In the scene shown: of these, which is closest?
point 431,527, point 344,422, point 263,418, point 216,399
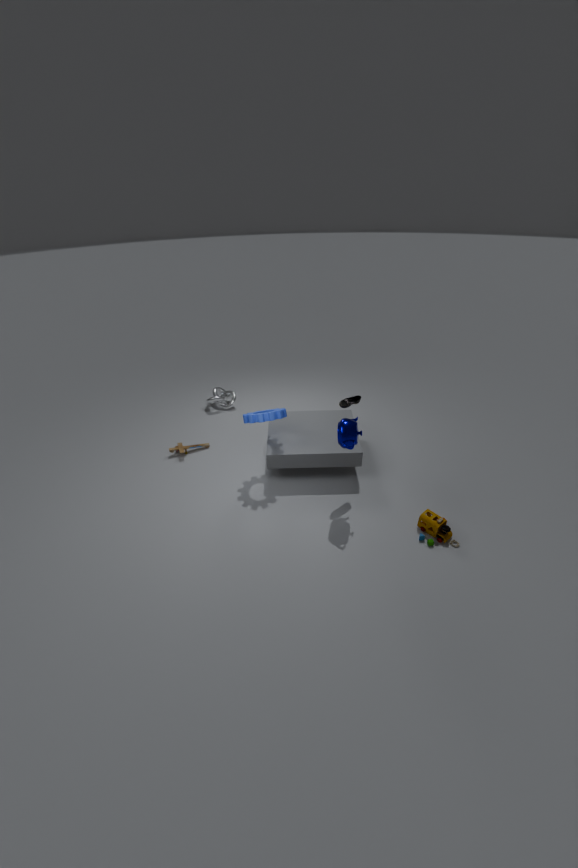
point 344,422
